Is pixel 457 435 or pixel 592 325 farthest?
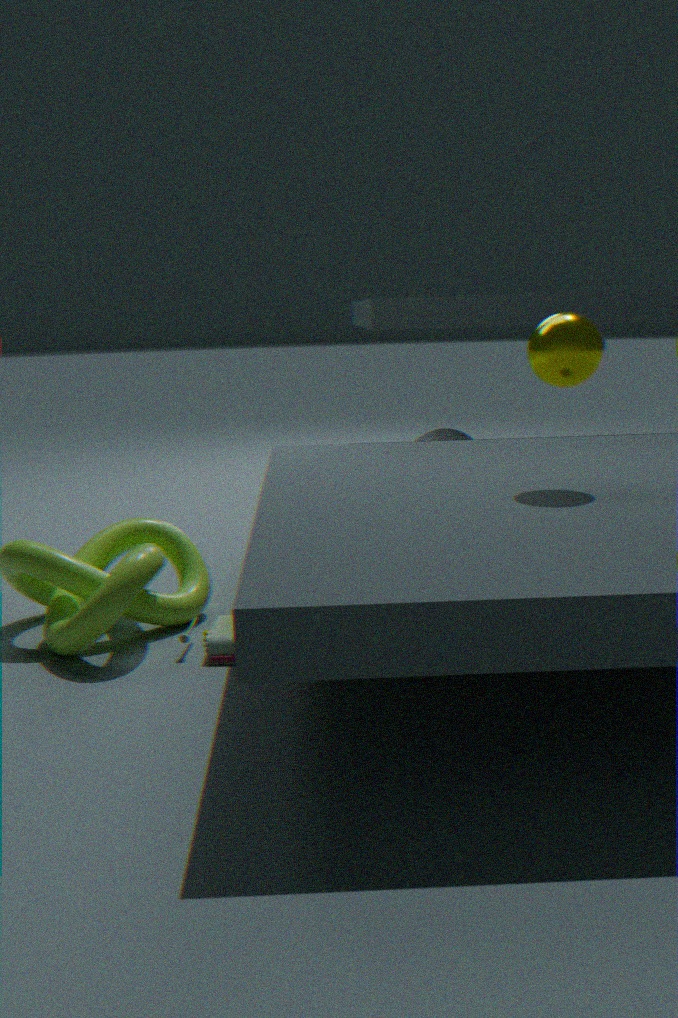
pixel 457 435
